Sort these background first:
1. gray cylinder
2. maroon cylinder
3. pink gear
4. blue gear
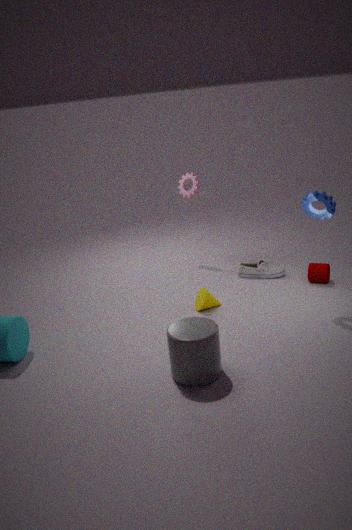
pink gear < maroon cylinder < blue gear < gray cylinder
